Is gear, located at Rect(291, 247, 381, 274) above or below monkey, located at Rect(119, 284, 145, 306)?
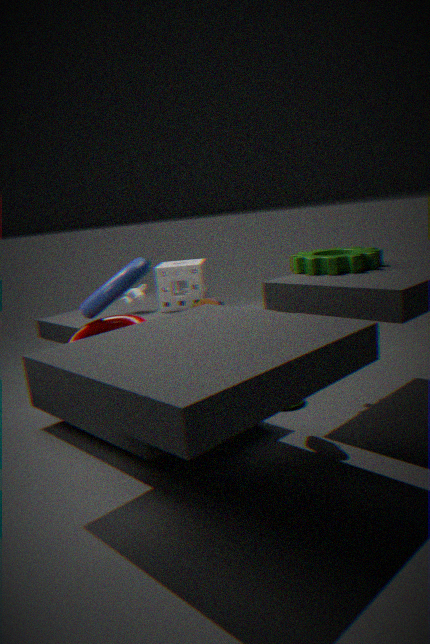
above
